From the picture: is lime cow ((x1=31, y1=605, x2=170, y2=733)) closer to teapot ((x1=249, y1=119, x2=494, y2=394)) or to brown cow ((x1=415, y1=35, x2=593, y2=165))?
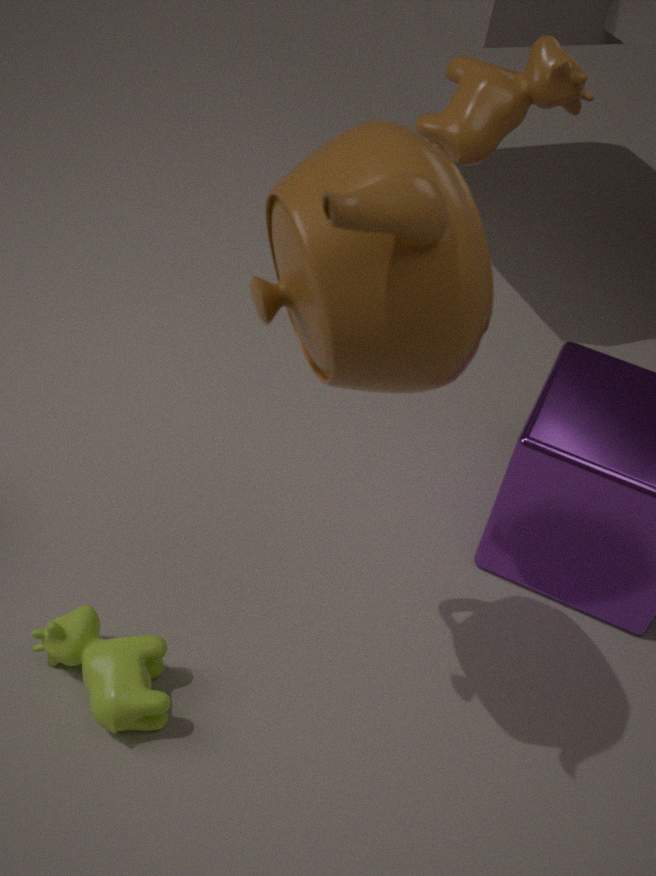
teapot ((x1=249, y1=119, x2=494, y2=394))
